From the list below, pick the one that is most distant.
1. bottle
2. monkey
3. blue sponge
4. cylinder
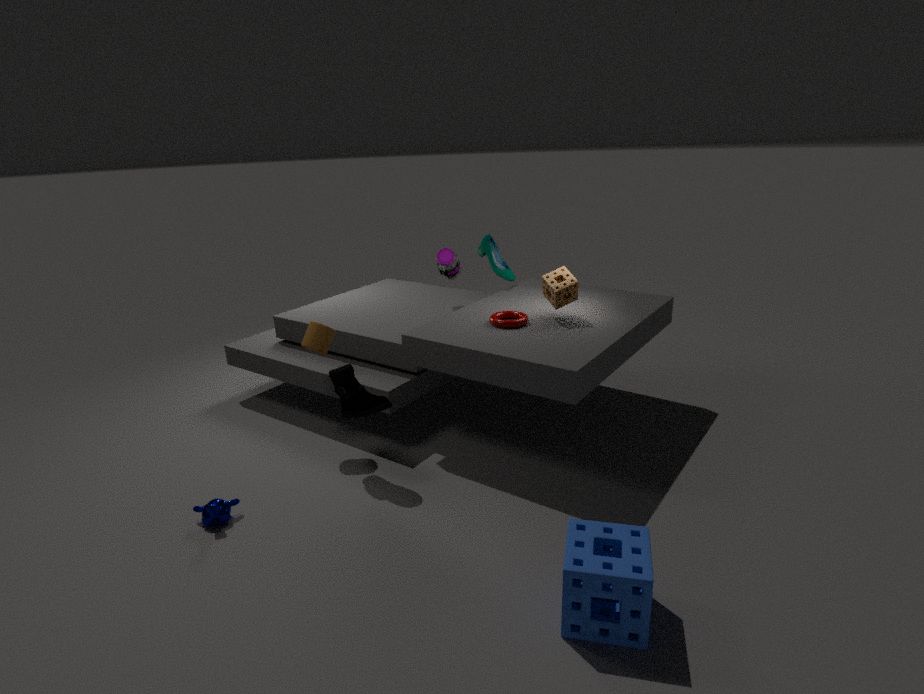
bottle
